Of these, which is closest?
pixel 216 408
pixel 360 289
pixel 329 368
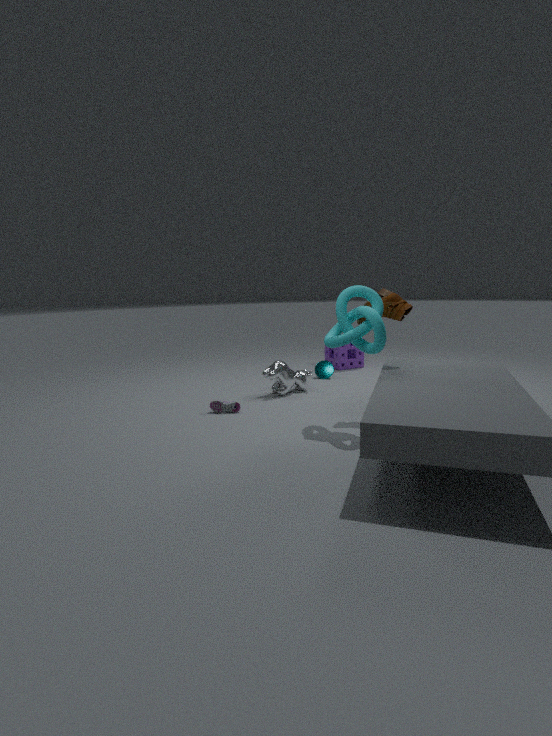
pixel 360 289
